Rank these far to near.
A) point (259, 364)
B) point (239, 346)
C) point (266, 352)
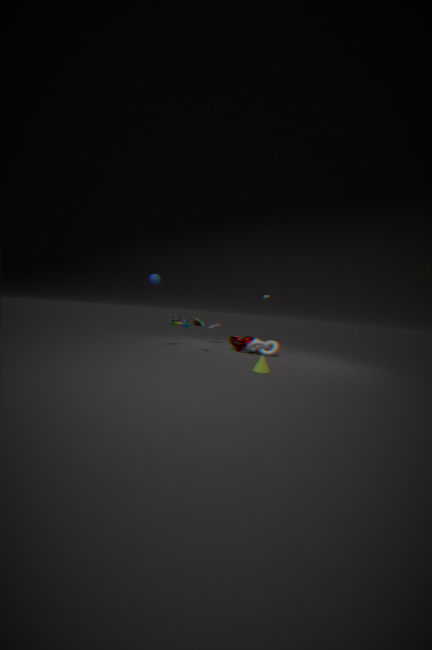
1. point (239, 346)
2. point (266, 352)
3. point (259, 364)
